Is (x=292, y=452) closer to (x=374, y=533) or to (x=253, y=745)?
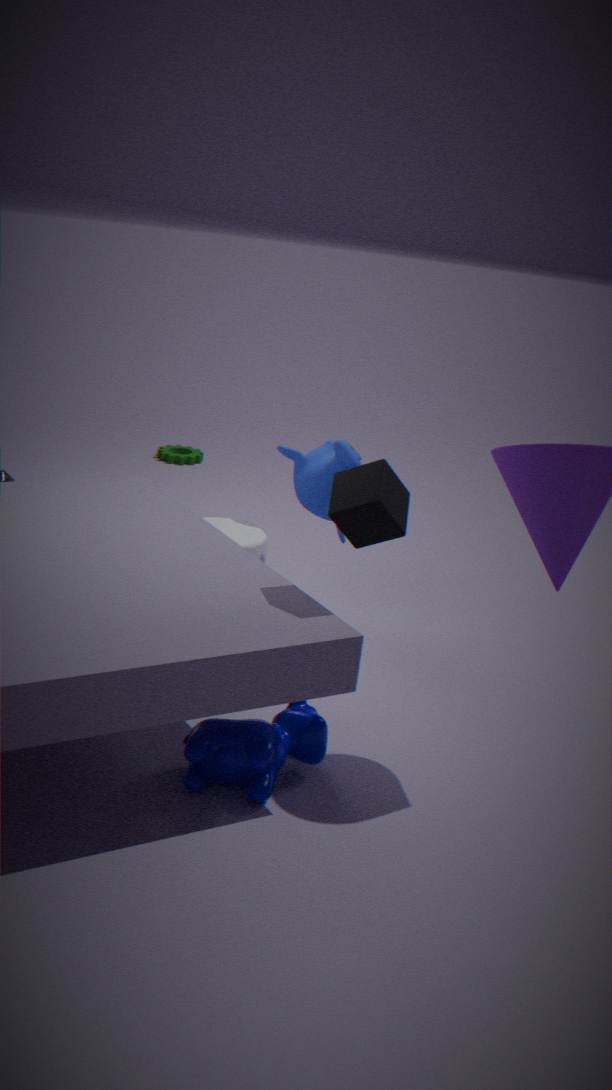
(x=374, y=533)
